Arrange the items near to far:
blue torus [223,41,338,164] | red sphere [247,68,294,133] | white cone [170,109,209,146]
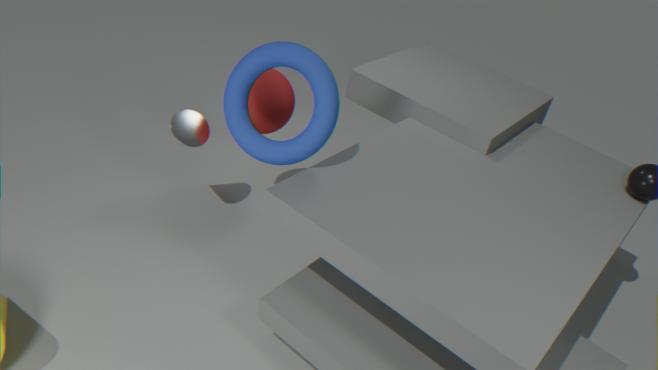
blue torus [223,41,338,164]
red sphere [247,68,294,133]
white cone [170,109,209,146]
